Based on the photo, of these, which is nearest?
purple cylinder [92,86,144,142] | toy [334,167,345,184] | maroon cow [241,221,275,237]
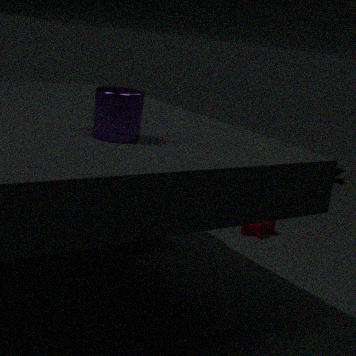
purple cylinder [92,86,144,142]
